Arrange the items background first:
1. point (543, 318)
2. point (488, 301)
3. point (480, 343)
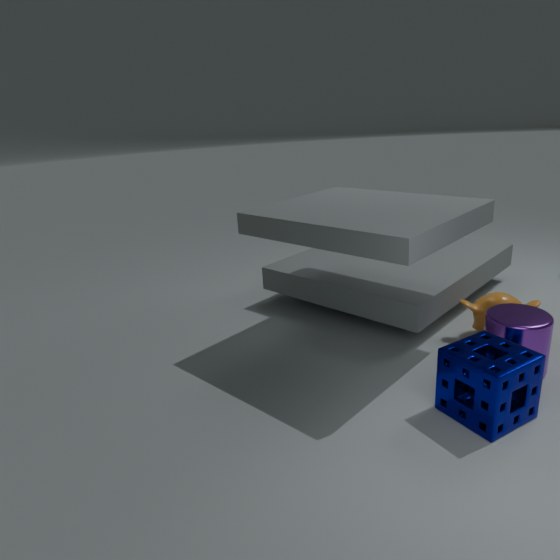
point (488, 301), point (543, 318), point (480, 343)
